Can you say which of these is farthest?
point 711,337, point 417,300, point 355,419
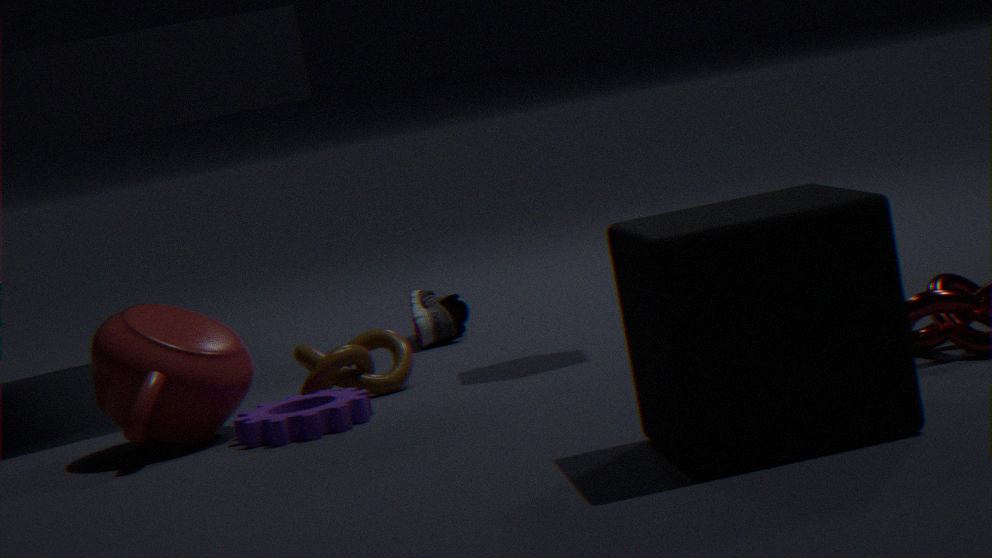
point 417,300
